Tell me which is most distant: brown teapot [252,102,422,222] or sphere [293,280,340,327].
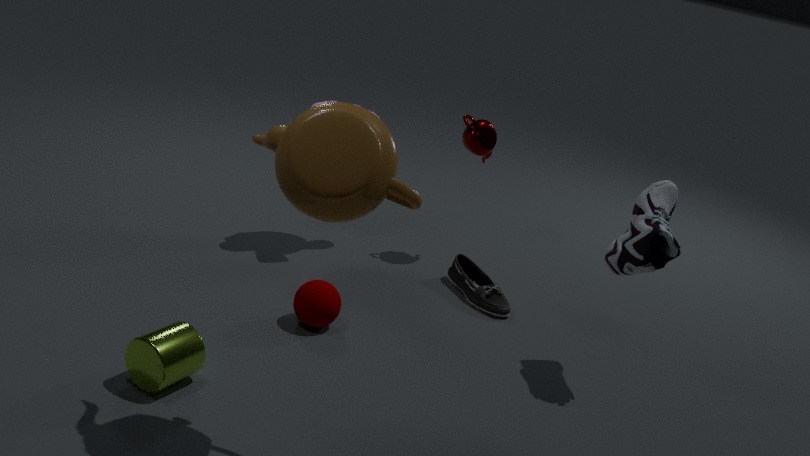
sphere [293,280,340,327]
